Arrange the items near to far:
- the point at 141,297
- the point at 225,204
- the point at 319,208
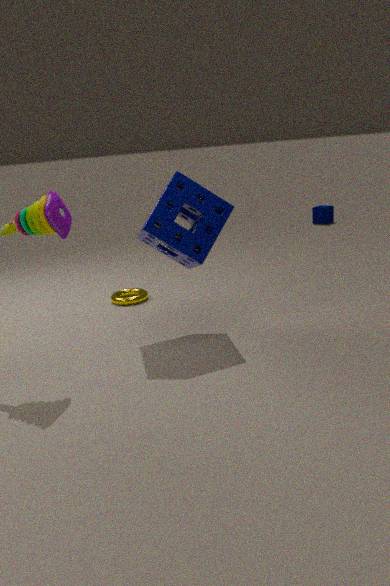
the point at 225,204
the point at 141,297
the point at 319,208
